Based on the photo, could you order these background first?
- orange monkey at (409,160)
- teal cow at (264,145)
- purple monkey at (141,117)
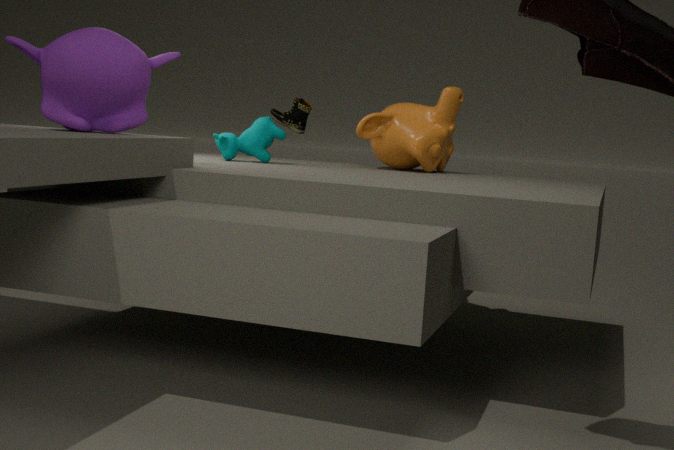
1. orange monkey at (409,160)
2. teal cow at (264,145)
3. purple monkey at (141,117)
